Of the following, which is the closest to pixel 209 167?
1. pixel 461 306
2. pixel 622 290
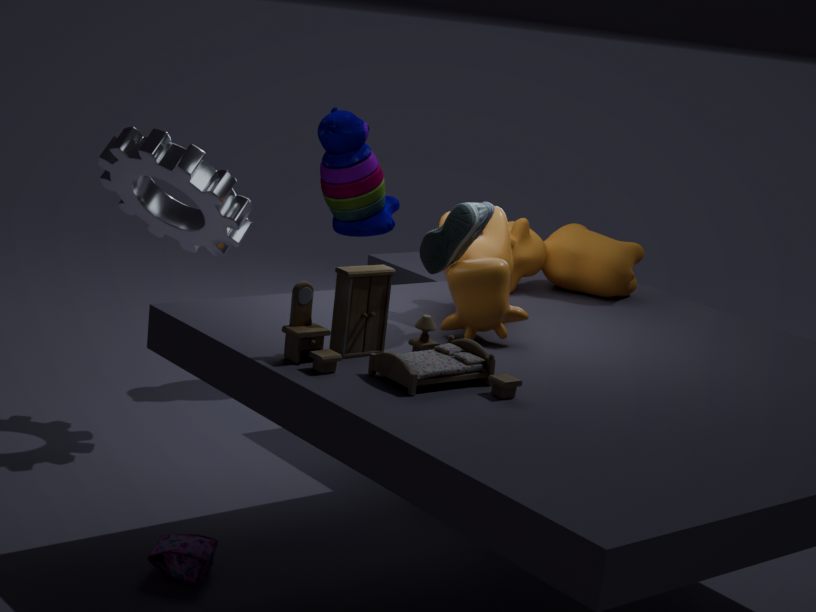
pixel 461 306
